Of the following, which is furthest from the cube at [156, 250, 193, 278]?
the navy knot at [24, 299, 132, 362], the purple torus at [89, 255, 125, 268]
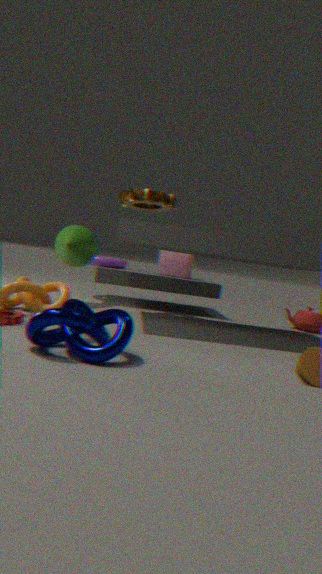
the navy knot at [24, 299, 132, 362]
